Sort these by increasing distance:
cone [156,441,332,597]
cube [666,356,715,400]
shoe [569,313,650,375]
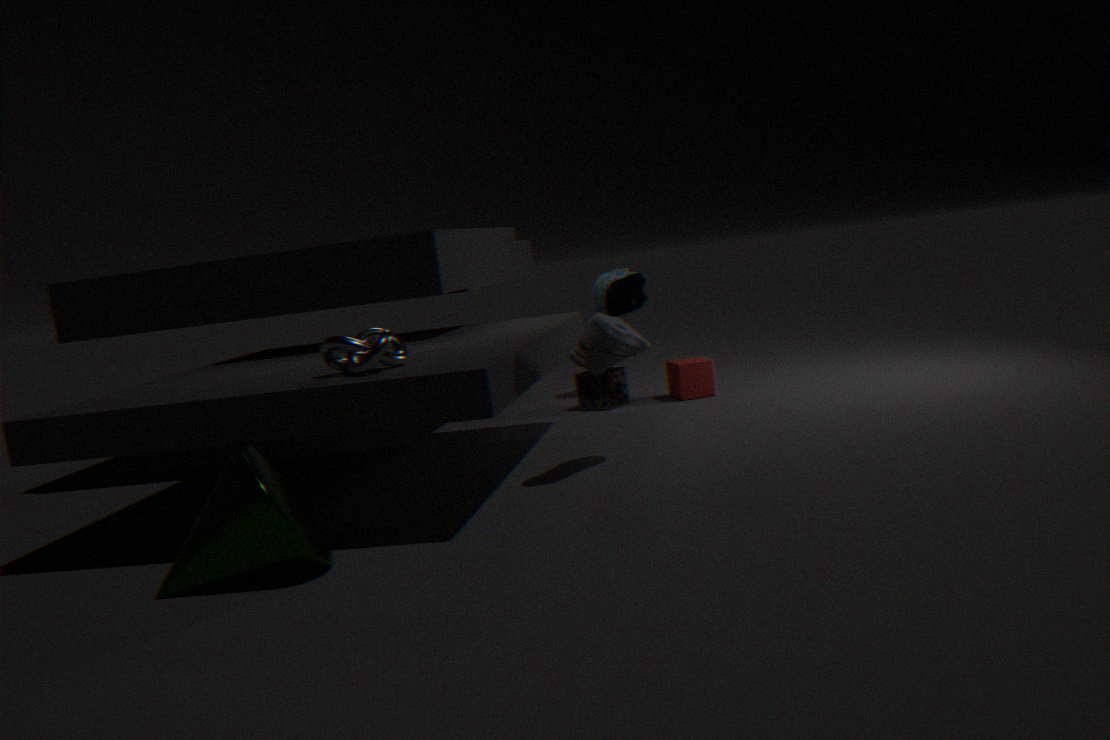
cone [156,441,332,597], shoe [569,313,650,375], cube [666,356,715,400]
